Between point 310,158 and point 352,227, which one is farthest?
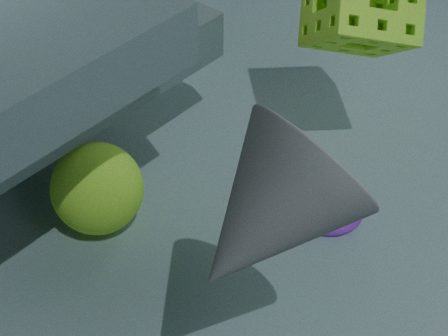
point 352,227
